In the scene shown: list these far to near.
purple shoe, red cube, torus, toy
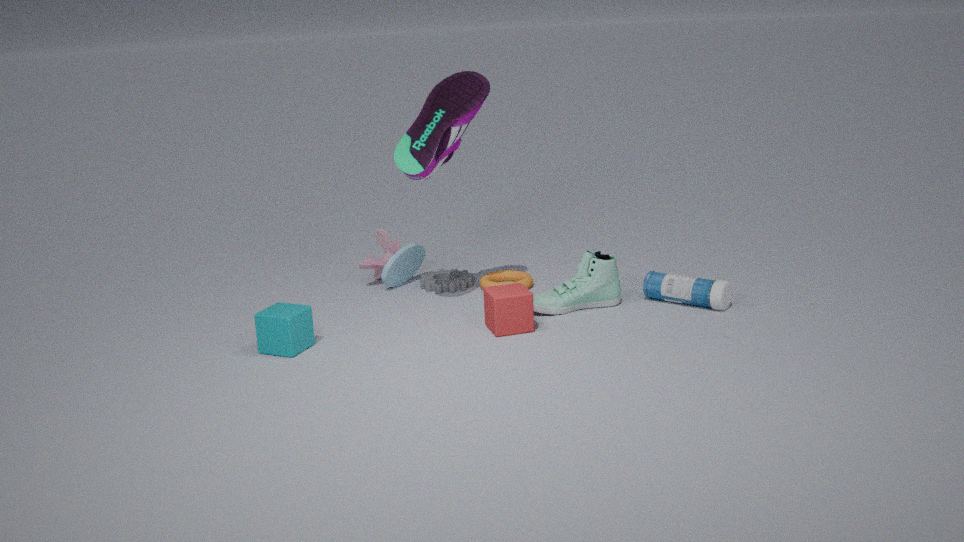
toy, torus, purple shoe, red cube
